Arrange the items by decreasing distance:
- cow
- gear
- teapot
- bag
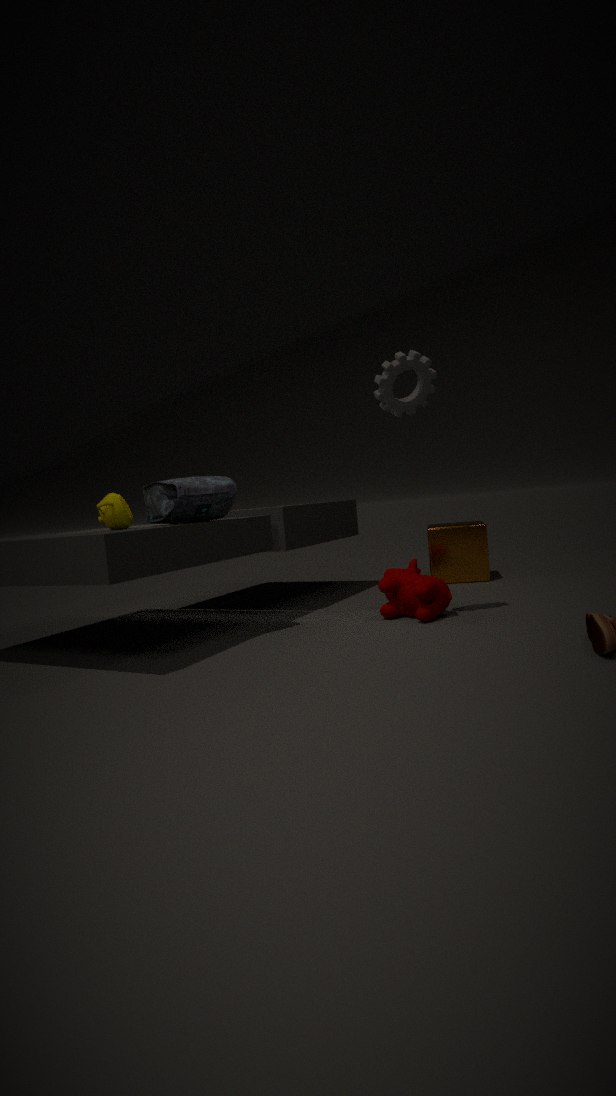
cow → teapot → bag → gear
